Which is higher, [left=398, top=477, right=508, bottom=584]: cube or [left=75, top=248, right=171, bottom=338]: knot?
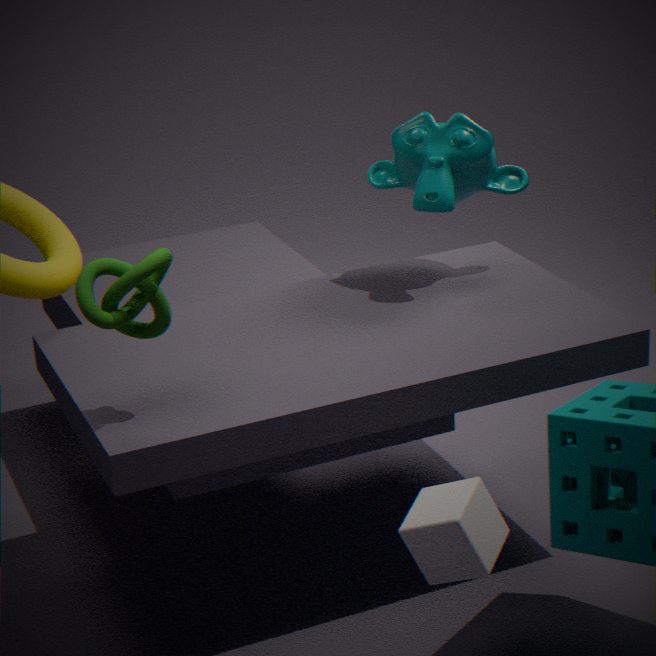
[left=75, top=248, right=171, bottom=338]: knot
